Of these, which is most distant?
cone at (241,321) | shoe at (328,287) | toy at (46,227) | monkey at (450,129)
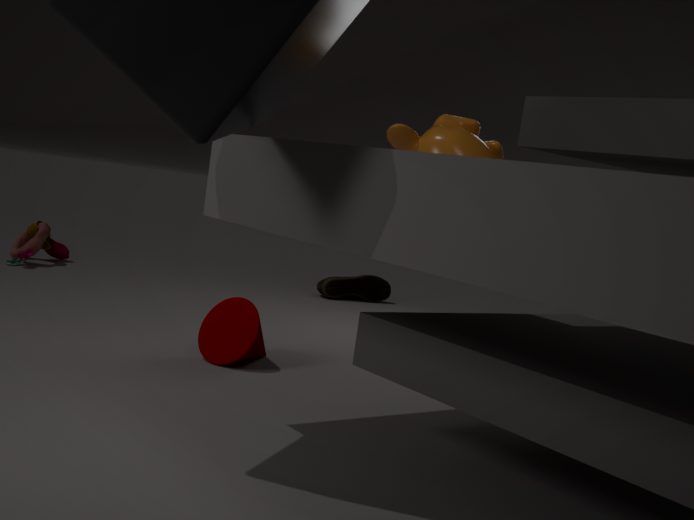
shoe at (328,287)
